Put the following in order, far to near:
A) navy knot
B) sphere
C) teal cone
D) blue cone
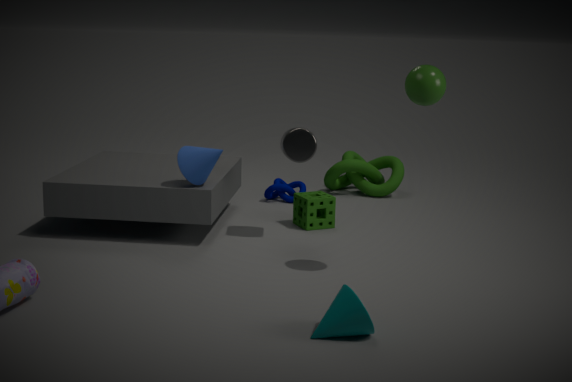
navy knot
blue cone
sphere
teal cone
